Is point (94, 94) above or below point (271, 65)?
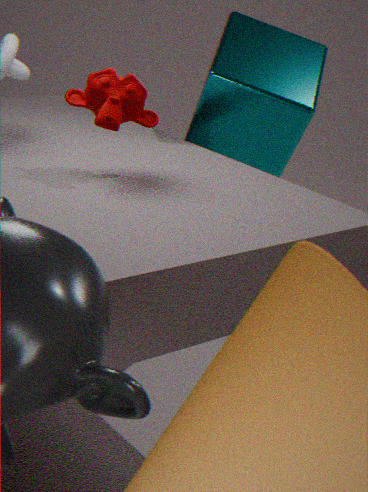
above
